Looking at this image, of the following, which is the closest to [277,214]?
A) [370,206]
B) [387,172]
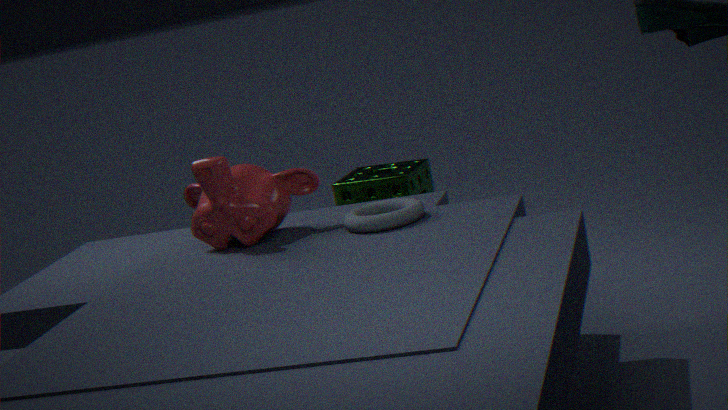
[370,206]
